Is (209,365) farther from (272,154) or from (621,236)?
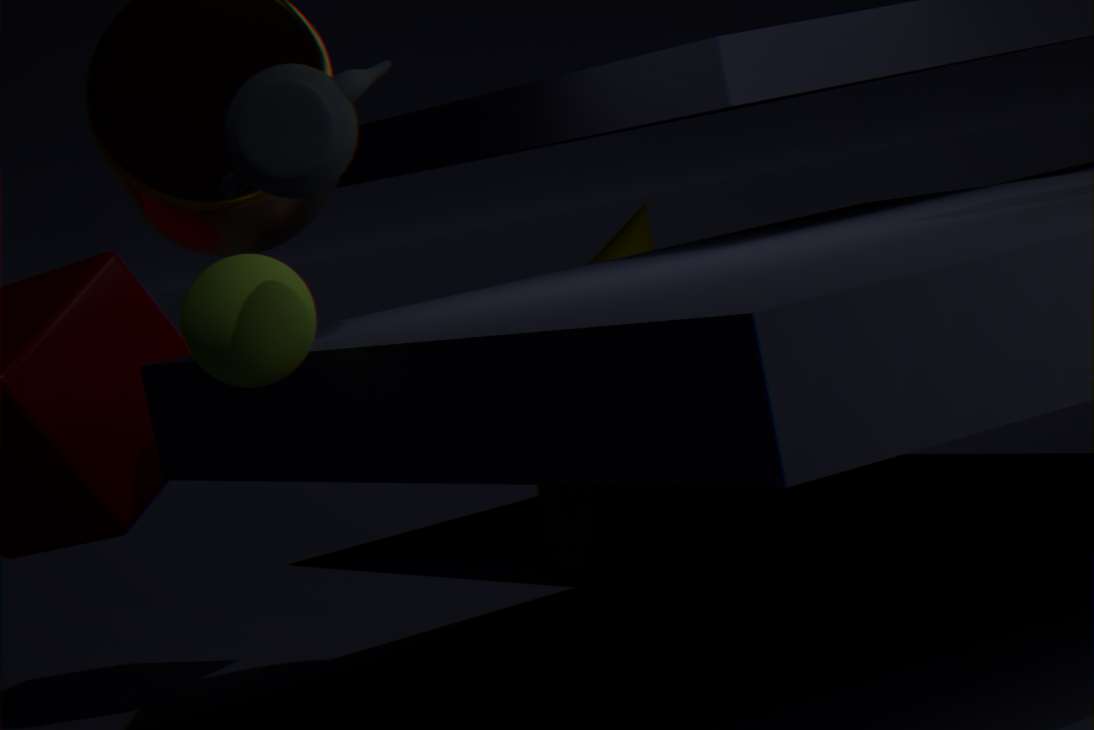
(621,236)
